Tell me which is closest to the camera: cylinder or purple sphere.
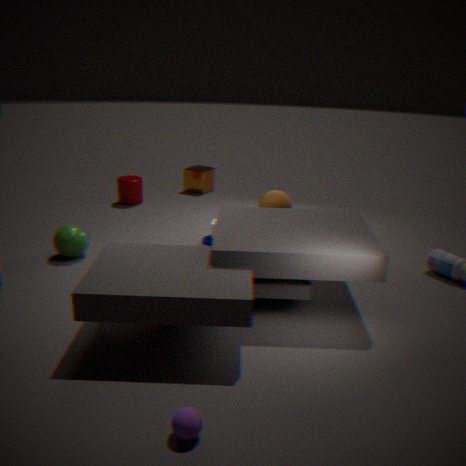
purple sphere
